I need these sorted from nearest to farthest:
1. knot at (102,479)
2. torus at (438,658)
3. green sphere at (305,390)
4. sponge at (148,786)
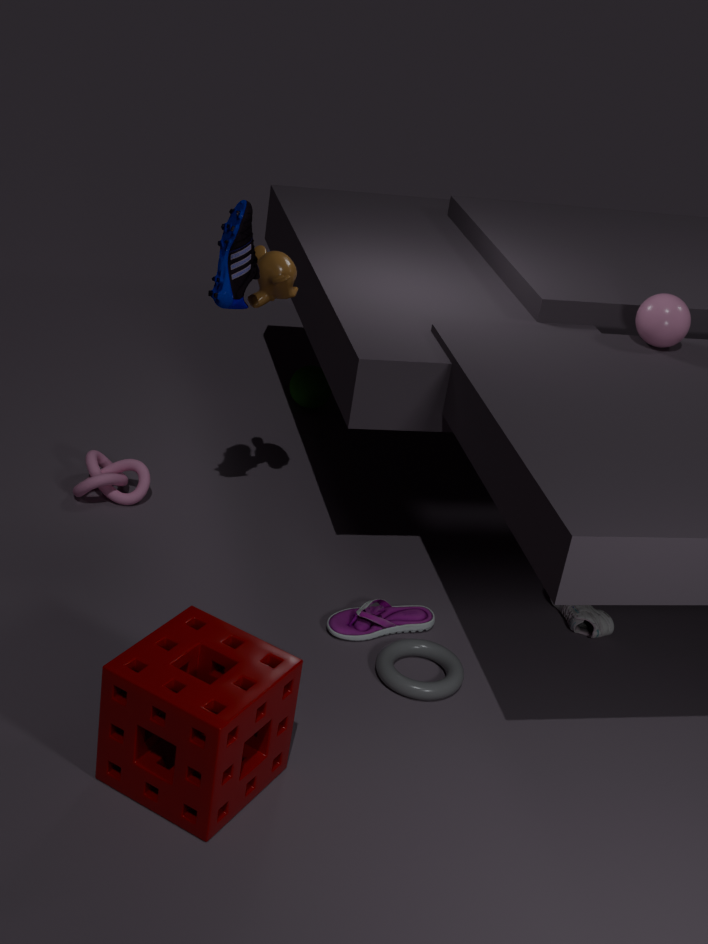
sponge at (148,786)
torus at (438,658)
knot at (102,479)
green sphere at (305,390)
